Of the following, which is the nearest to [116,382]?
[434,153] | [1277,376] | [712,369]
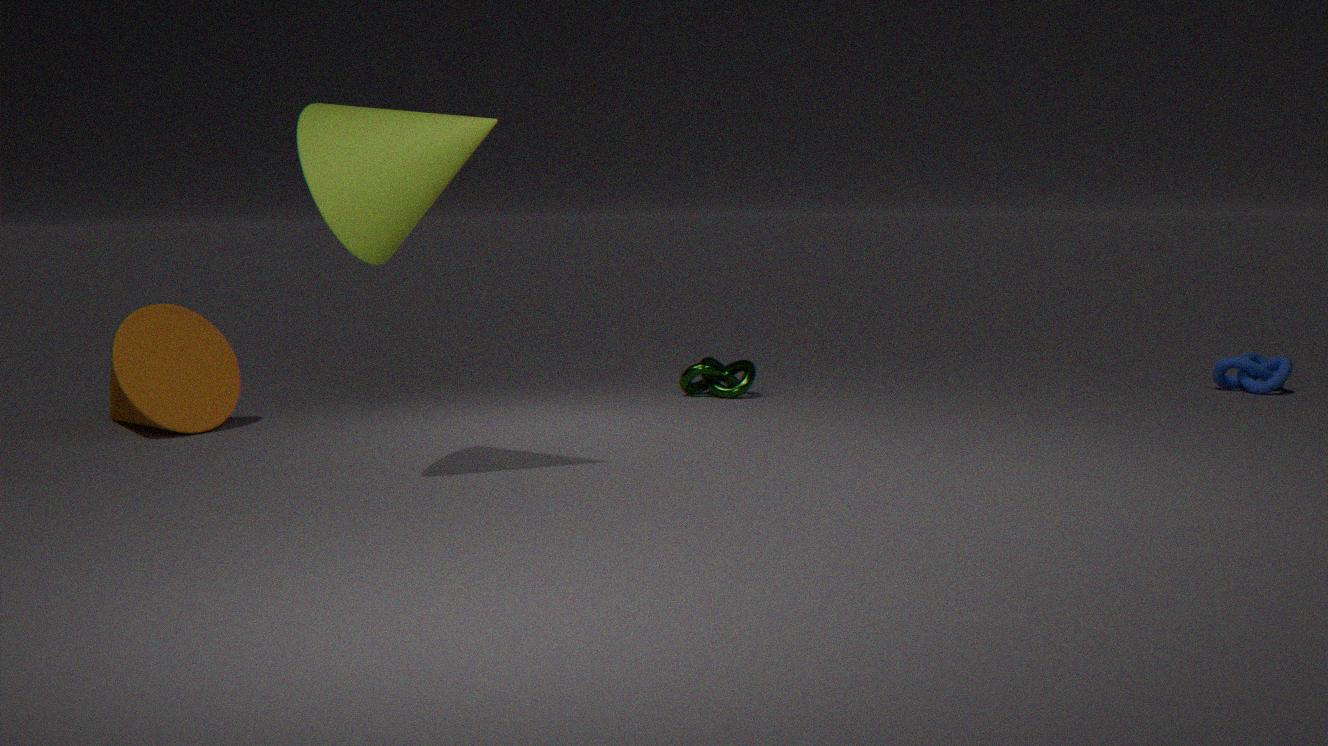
[434,153]
